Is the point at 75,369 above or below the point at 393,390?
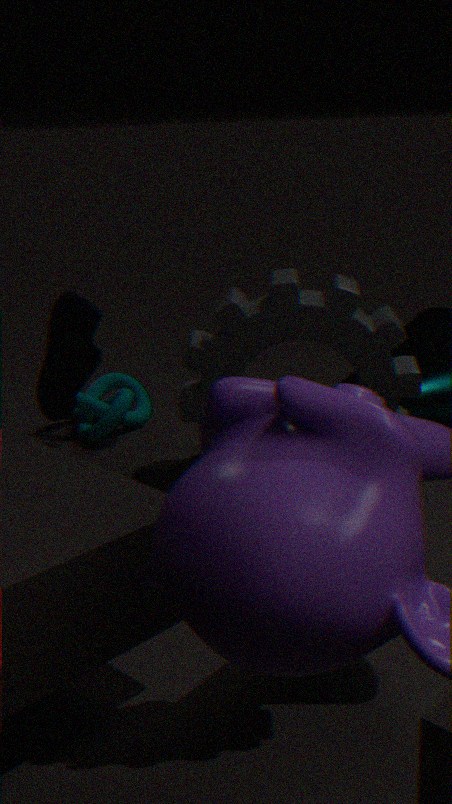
above
